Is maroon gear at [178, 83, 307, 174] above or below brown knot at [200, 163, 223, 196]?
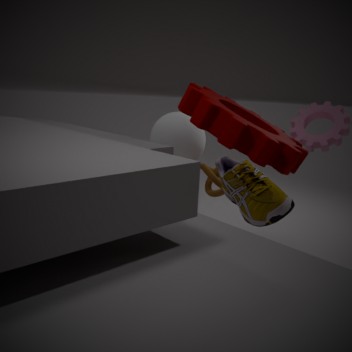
above
